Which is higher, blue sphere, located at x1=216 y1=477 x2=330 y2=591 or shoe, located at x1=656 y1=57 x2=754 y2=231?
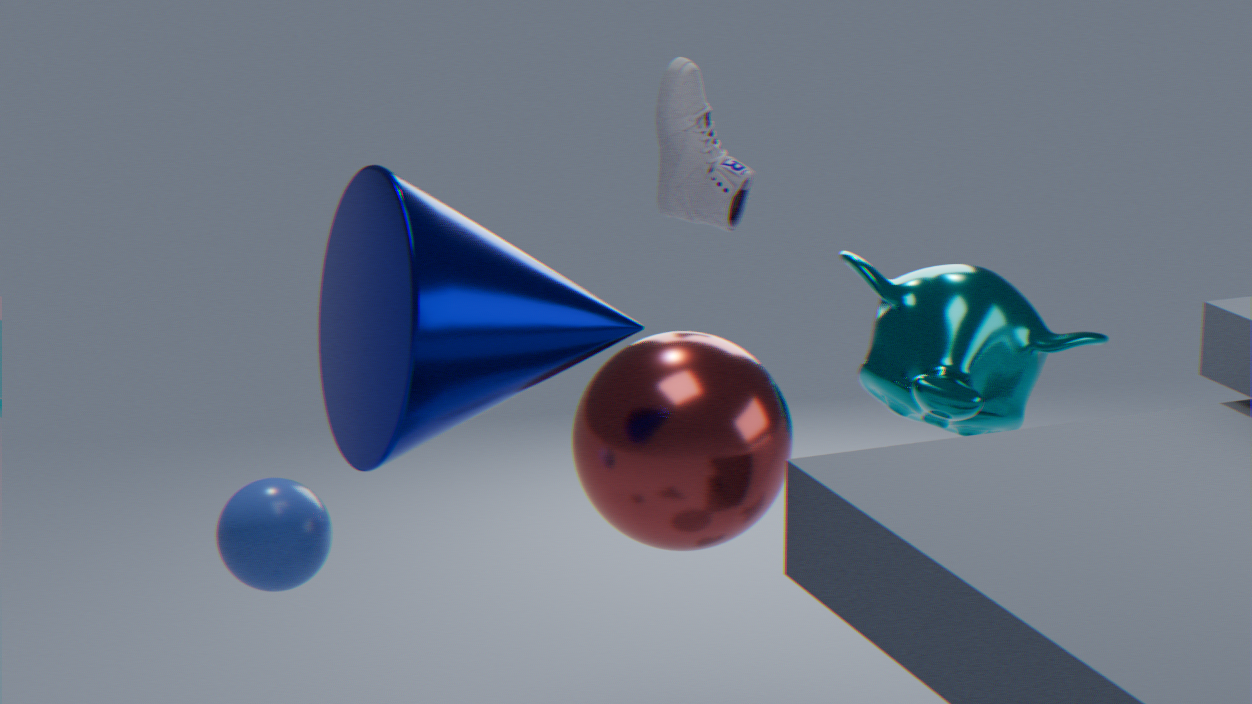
shoe, located at x1=656 y1=57 x2=754 y2=231
